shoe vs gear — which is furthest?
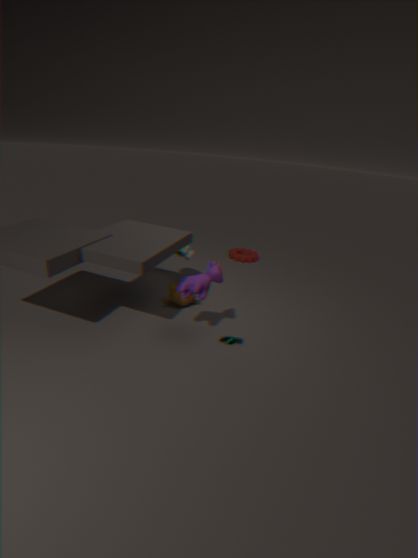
gear
